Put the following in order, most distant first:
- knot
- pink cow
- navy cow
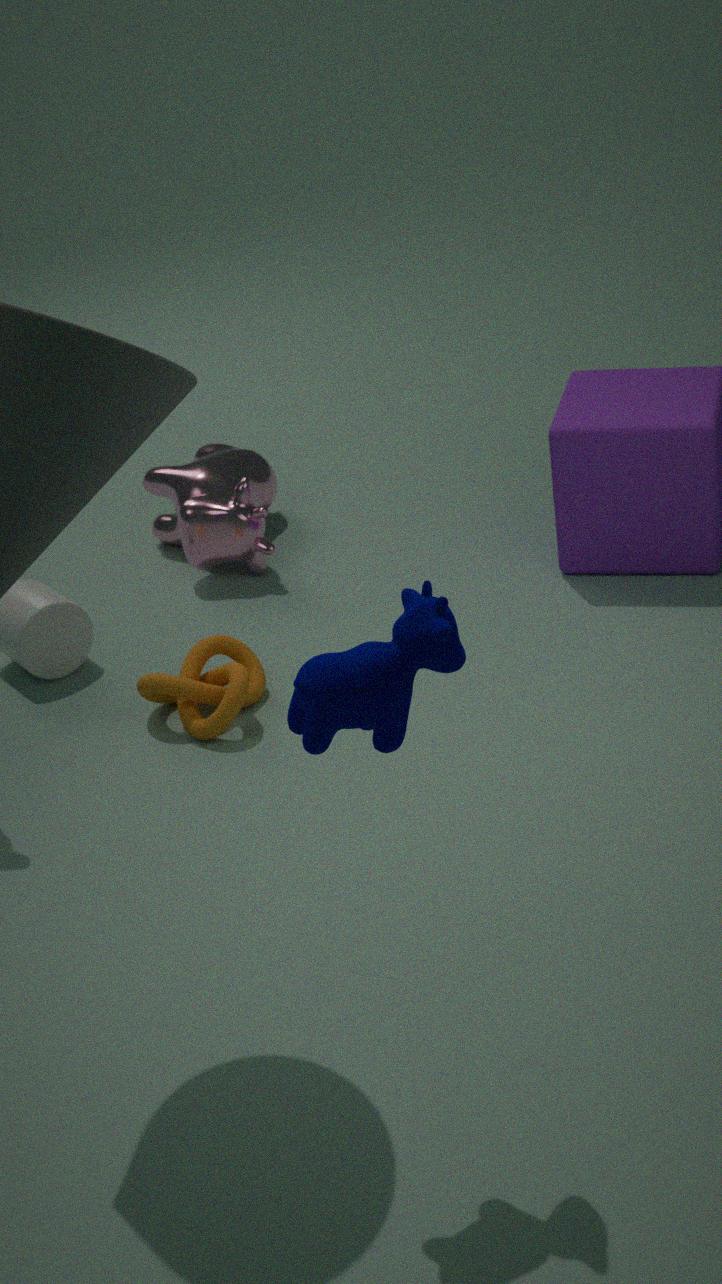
pink cow < knot < navy cow
